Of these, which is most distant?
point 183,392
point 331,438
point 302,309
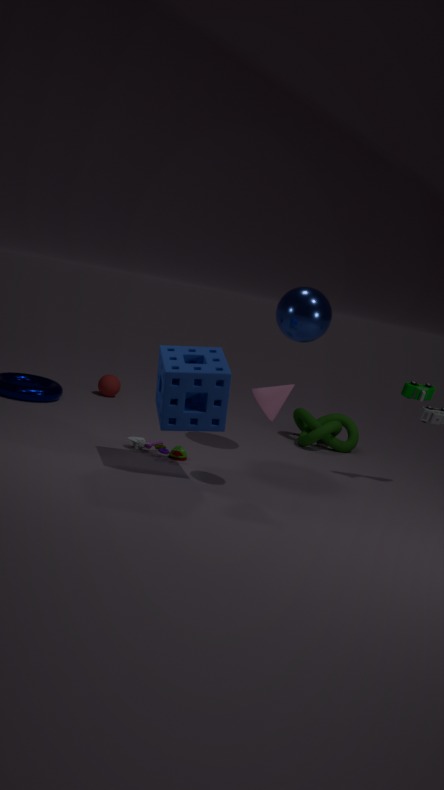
point 331,438
